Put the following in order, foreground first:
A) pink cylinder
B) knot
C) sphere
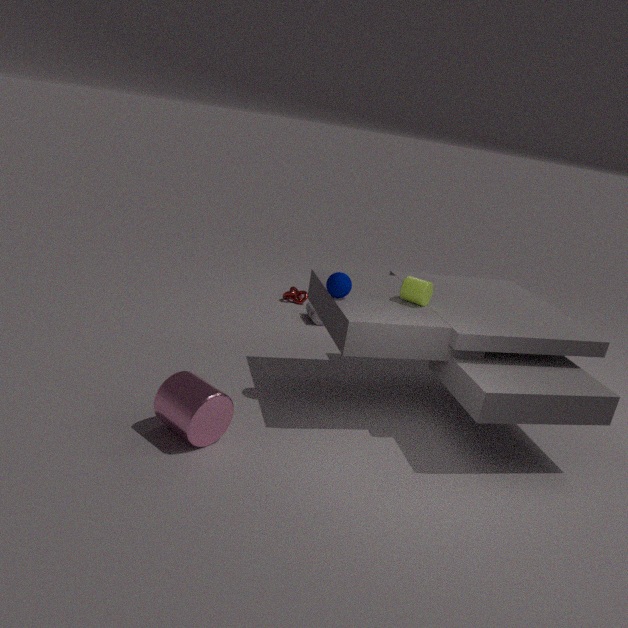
pink cylinder, sphere, knot
